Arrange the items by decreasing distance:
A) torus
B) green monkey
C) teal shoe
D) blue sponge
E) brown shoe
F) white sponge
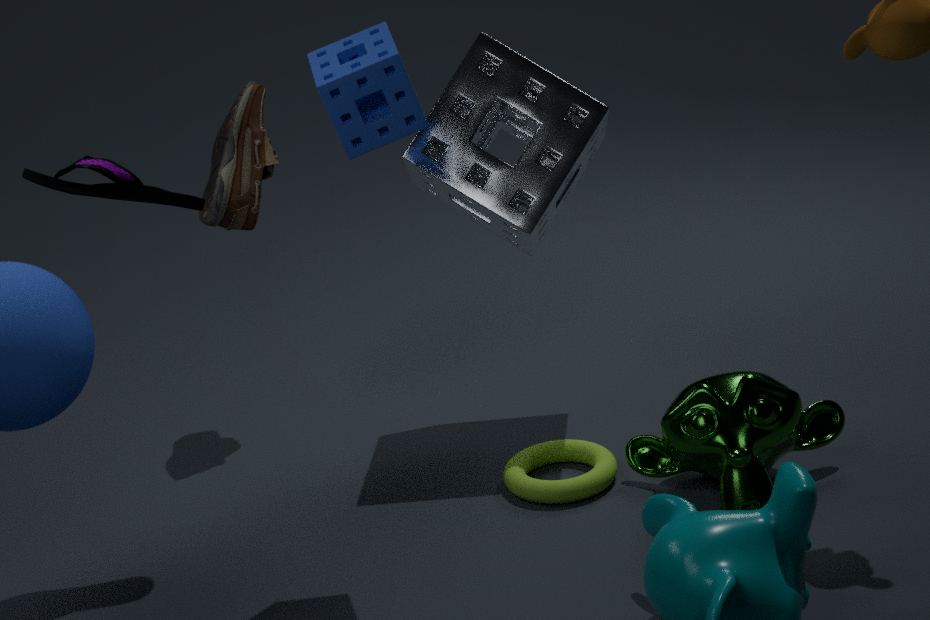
1. brown shoe
2. white sponge
3. torus
4. green monkey
5. teal shoe
6. blue sponge
